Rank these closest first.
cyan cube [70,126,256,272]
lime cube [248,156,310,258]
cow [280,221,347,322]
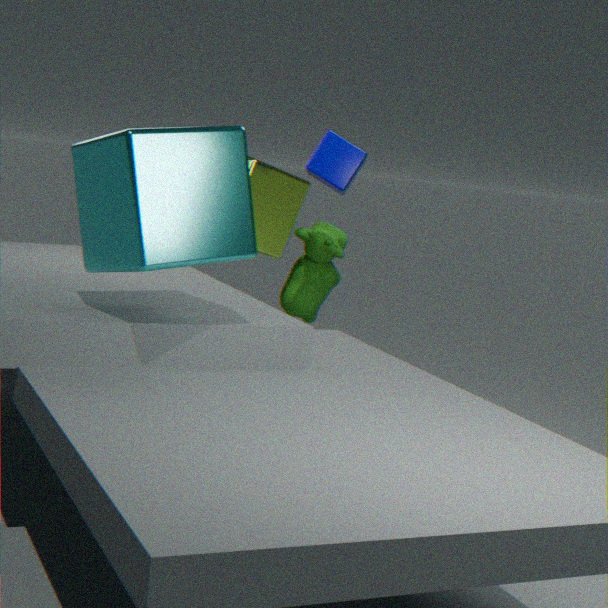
cyan cube [70,126,256,272]
lime cube [248,156,310,258]
cow [280,221,347,322]
